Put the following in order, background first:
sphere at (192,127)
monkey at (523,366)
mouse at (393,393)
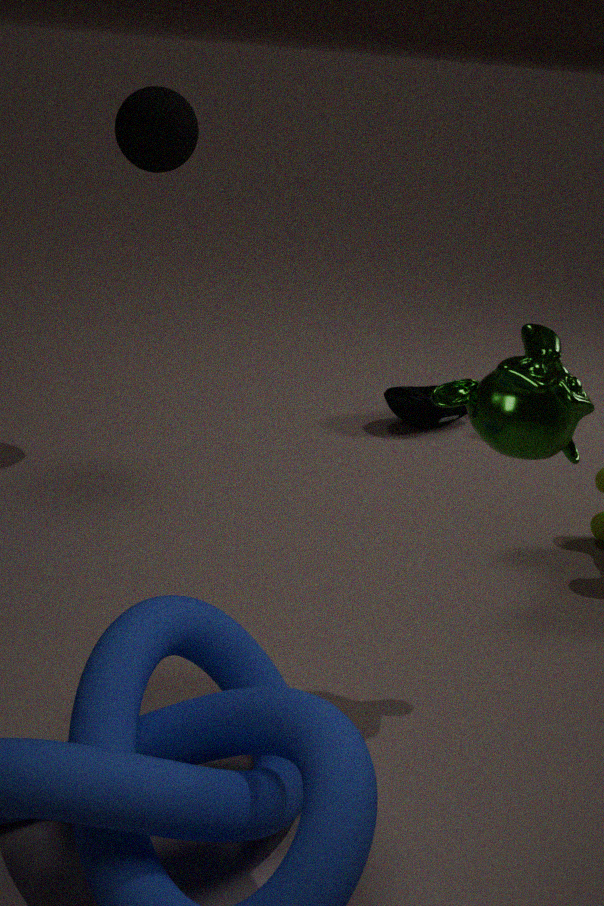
mouse at (393,393) < sphere at (192,127) < monkey at (523,366)
